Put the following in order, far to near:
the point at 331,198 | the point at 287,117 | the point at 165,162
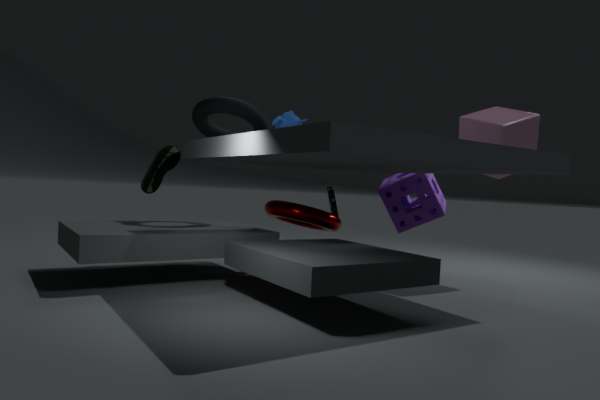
the point at 331,198 → the point at 165,162 → the point at 287,117
